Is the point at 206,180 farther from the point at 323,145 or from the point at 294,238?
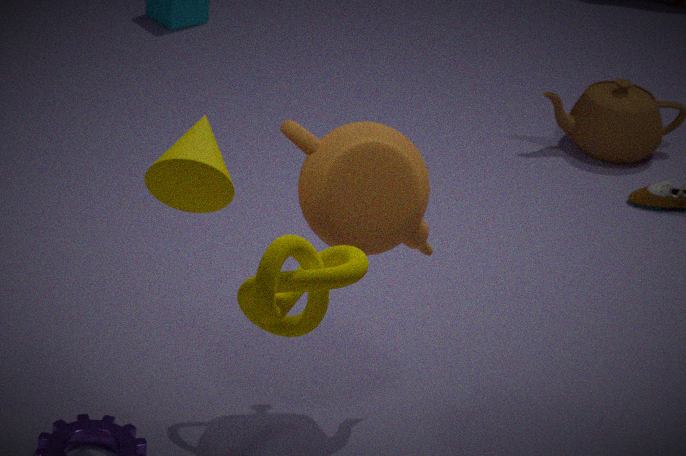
the point at 294,238
